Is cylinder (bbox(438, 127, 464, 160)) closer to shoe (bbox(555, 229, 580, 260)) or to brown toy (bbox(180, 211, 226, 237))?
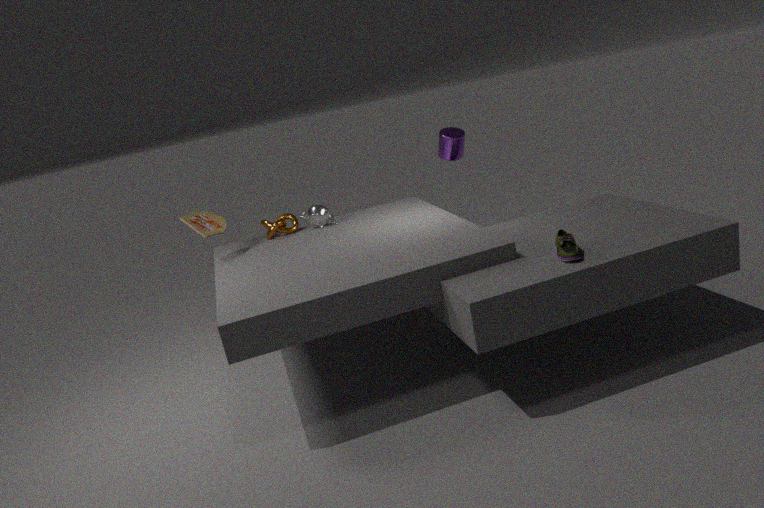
shoe (bbox(555, 229, 580, 260))
